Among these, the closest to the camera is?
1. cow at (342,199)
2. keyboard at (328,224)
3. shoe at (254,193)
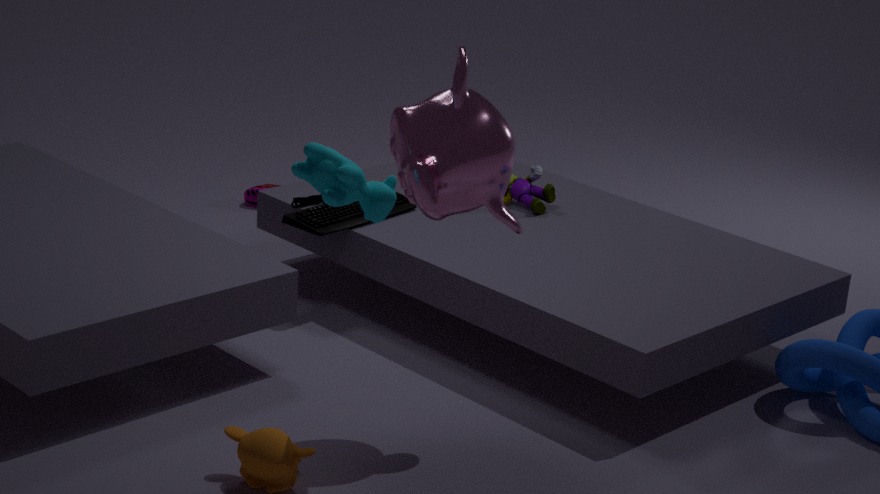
cow at (342,199)
